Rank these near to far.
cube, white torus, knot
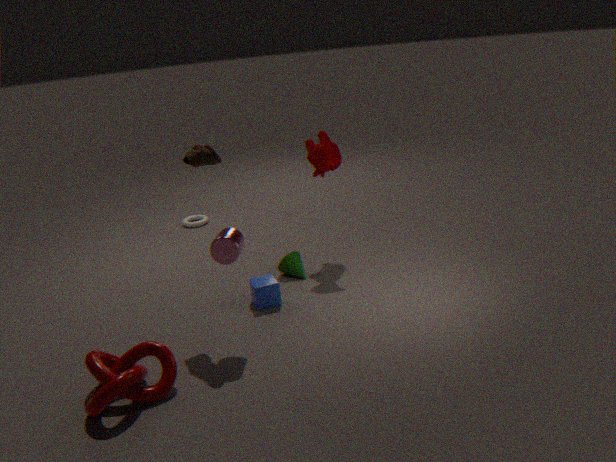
1. knot
2. cube
3. white torus
